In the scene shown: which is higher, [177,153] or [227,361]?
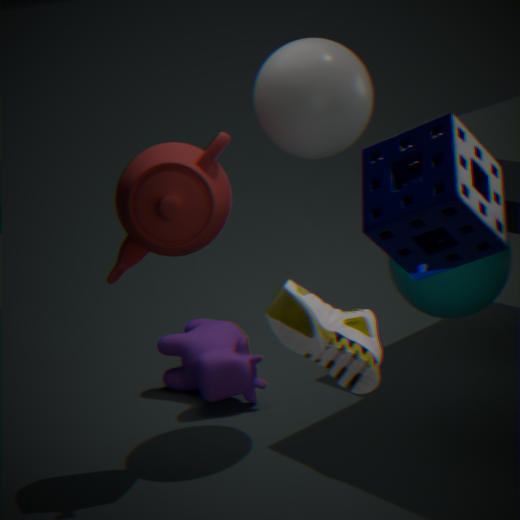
[177,153]
